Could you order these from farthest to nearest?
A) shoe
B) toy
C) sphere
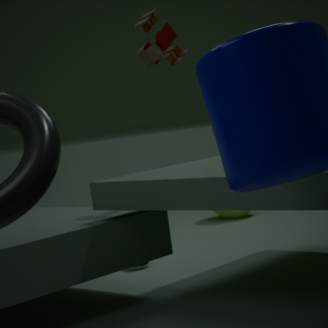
sphere → shoe → toy
